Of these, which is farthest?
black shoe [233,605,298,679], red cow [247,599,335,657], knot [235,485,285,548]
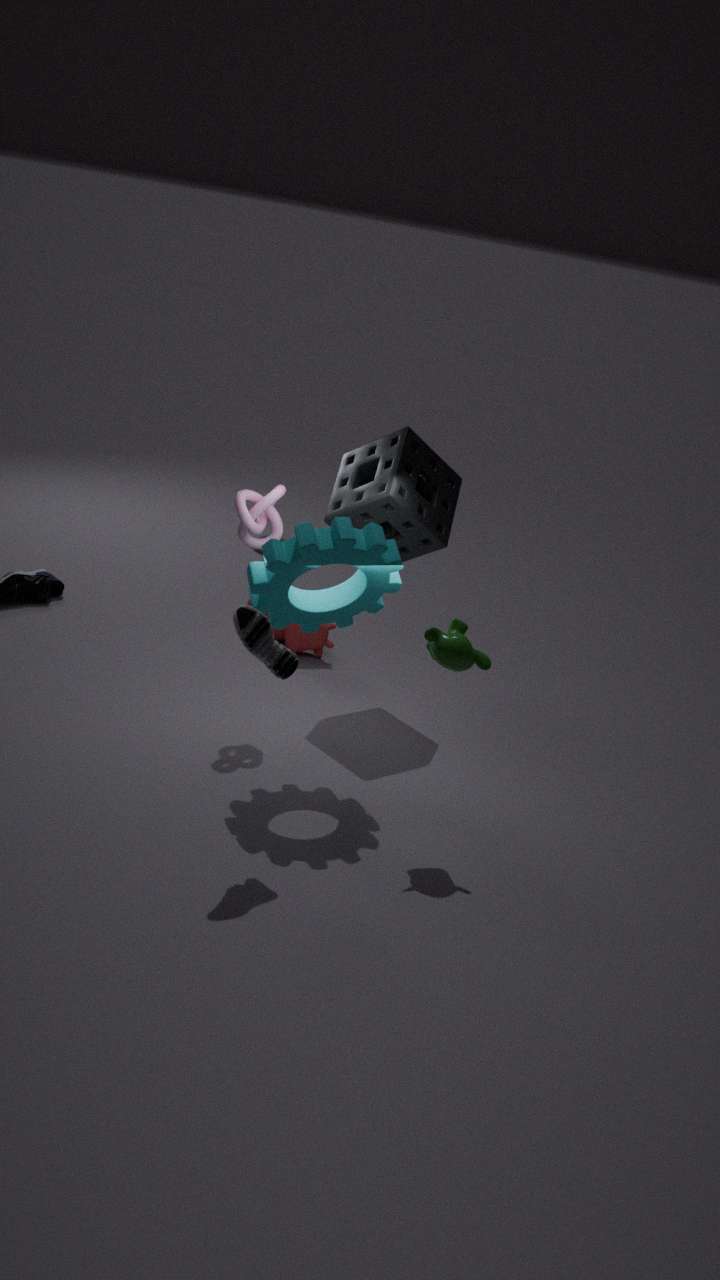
red cow [247,599,335,657]
